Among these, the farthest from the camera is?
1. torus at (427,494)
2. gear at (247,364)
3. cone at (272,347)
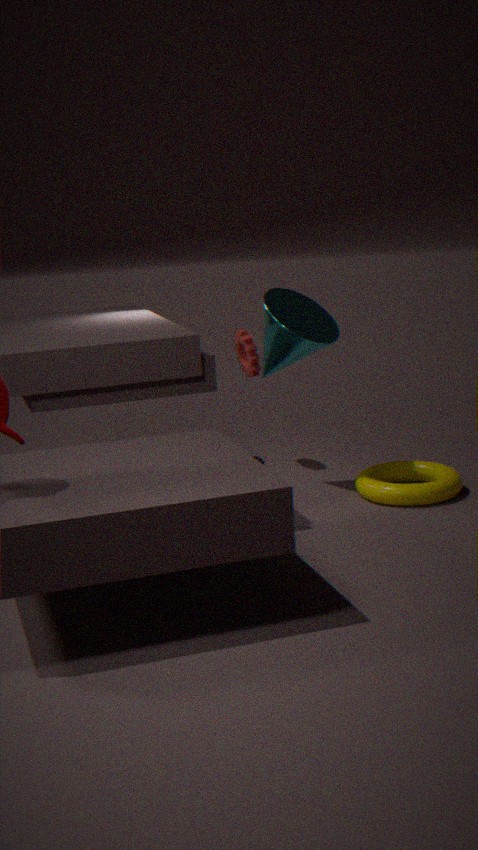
gear at (247,364)
